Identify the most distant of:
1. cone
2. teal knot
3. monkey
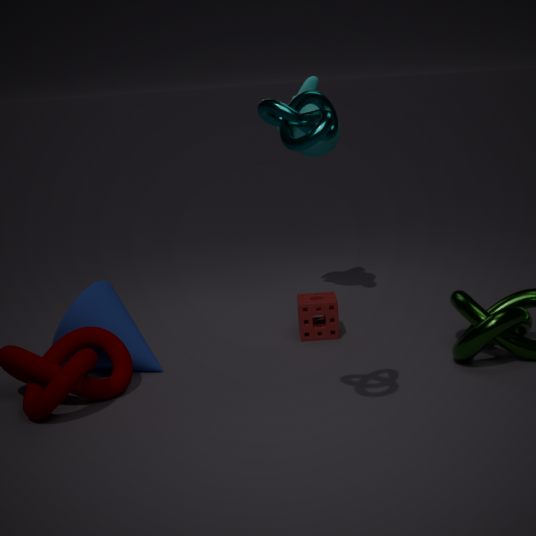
monkey
